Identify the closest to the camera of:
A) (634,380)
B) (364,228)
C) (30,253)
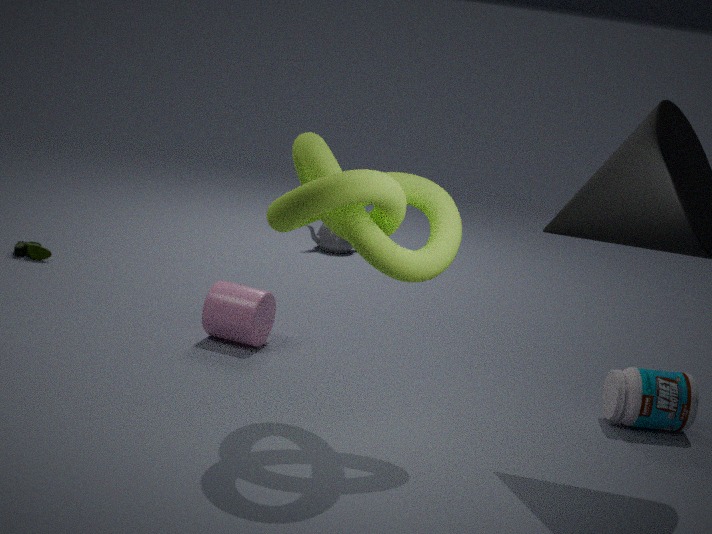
(364,228)
